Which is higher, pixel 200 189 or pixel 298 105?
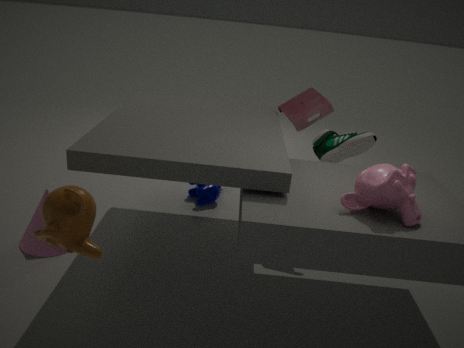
pixel 298 105
